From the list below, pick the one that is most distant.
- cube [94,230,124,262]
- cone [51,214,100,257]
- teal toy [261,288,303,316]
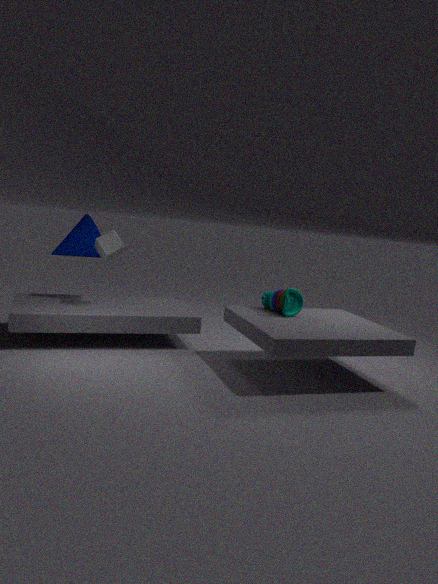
cone [51,214,100,257]
